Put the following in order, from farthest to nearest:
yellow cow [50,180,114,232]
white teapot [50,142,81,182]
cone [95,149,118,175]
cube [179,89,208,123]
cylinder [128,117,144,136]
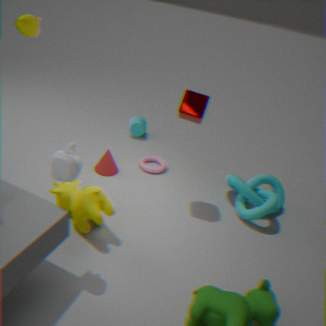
1. cylinder [128,117,144,136]
2. cone [95,149,118,175]
3. cube [179,89,208,123]
4. yellow cow [50,180,114,232]
5. white teapot [50,142,81,182]
